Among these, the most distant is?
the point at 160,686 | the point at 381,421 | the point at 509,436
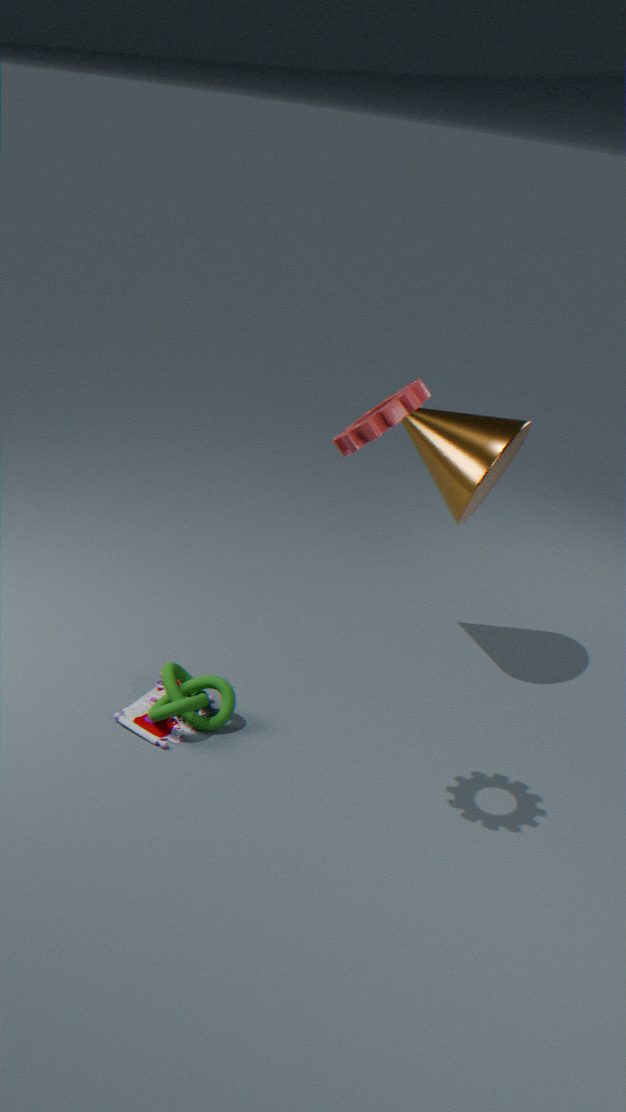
the point at 509,436
